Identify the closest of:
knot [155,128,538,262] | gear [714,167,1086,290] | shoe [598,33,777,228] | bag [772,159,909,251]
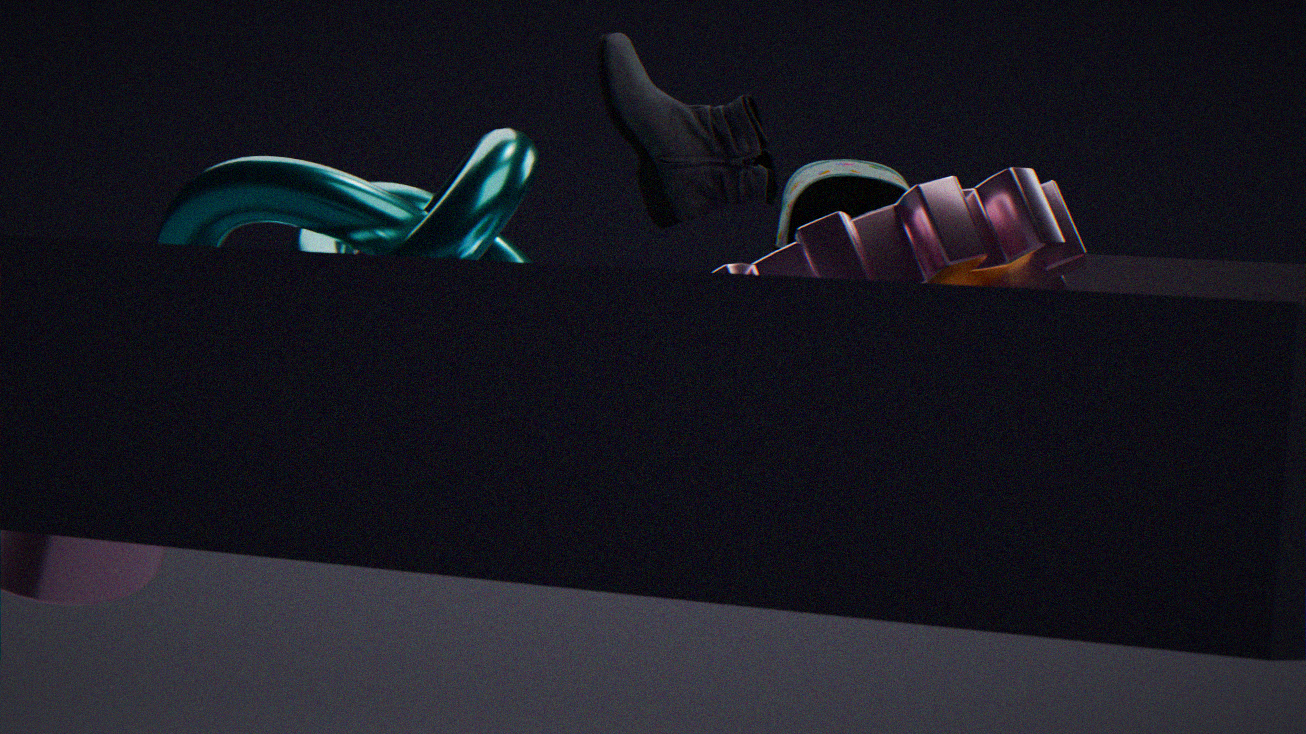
gear [714,167,1086,290]
